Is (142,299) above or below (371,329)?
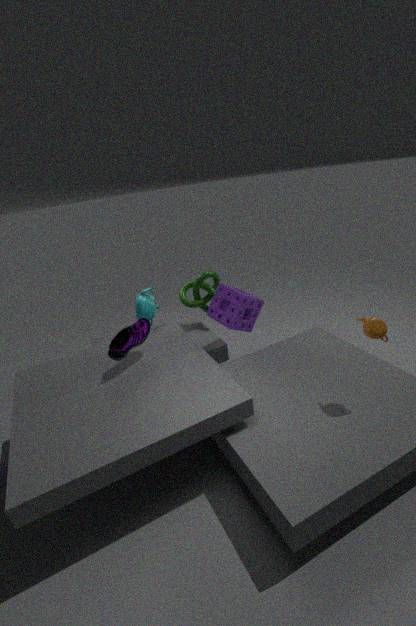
below
